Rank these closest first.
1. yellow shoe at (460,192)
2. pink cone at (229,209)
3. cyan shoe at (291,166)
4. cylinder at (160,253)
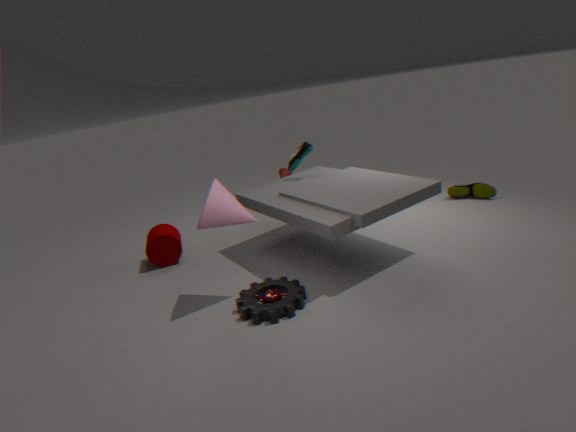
pink cone at (229,209) < cylinder at (160,253) < cyan shoe at (291,166) < yellow shoe at (460,192)
